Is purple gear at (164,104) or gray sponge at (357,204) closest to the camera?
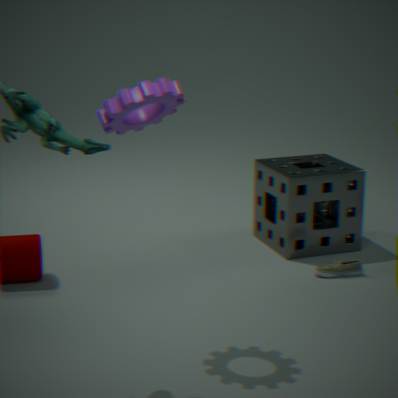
purple gear at (164,104)
